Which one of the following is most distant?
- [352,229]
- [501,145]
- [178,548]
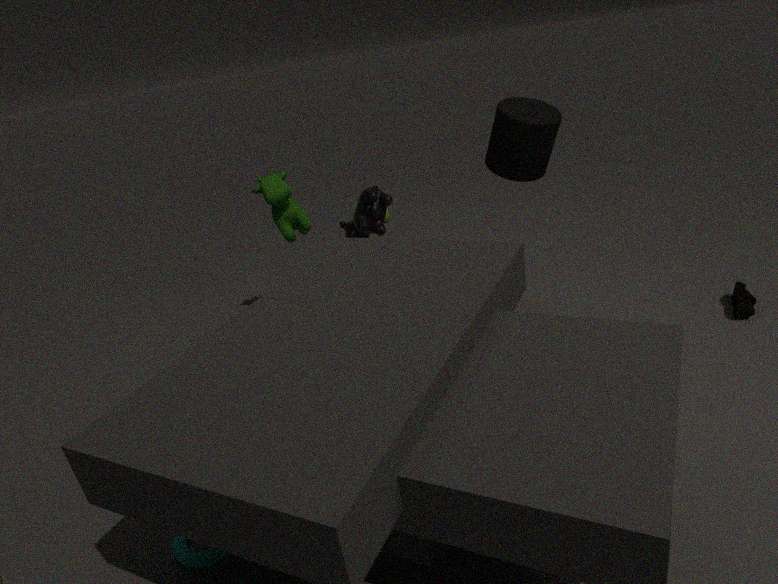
[352,229]
